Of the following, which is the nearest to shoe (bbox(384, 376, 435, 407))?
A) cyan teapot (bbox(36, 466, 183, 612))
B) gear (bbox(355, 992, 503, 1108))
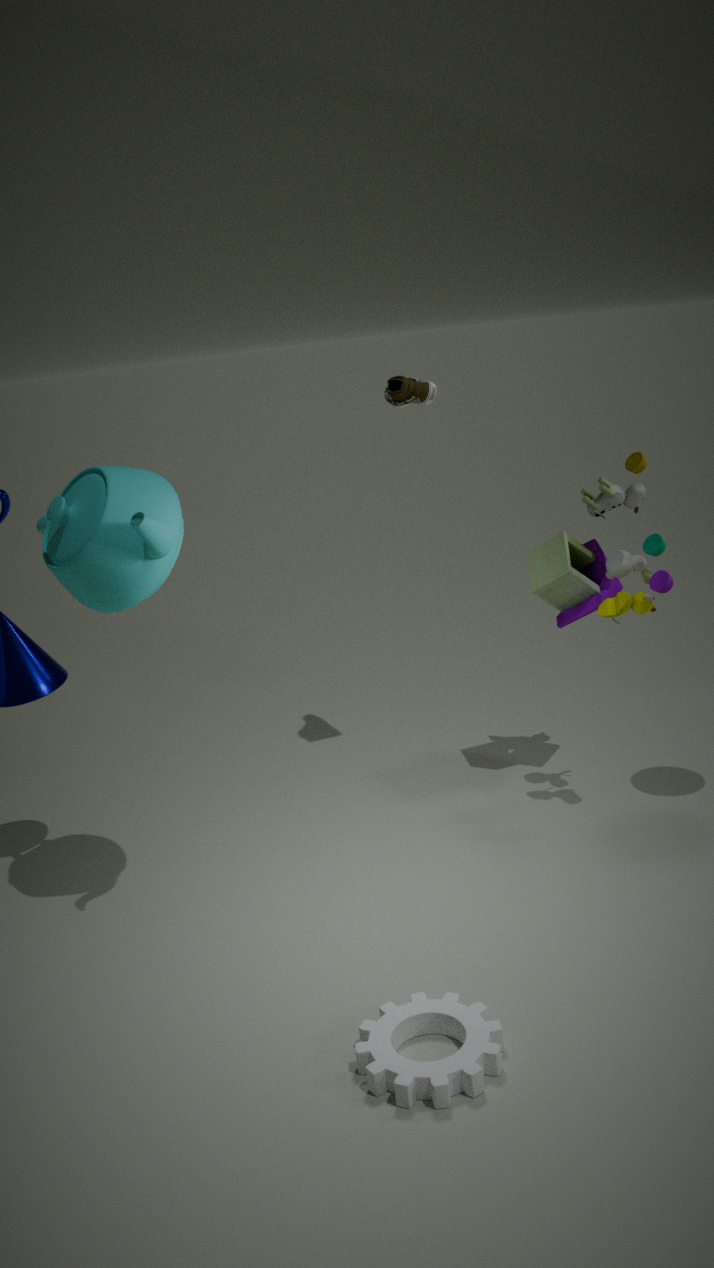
cyan teapot (bbox(36, 466, 183, 612))
